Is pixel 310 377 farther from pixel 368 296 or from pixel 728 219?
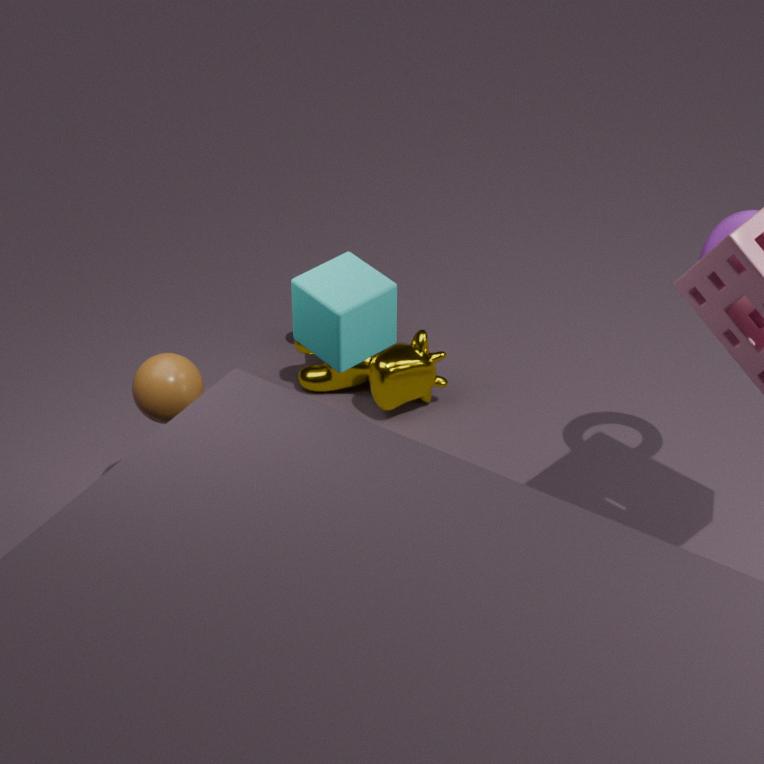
pixel 728 219
